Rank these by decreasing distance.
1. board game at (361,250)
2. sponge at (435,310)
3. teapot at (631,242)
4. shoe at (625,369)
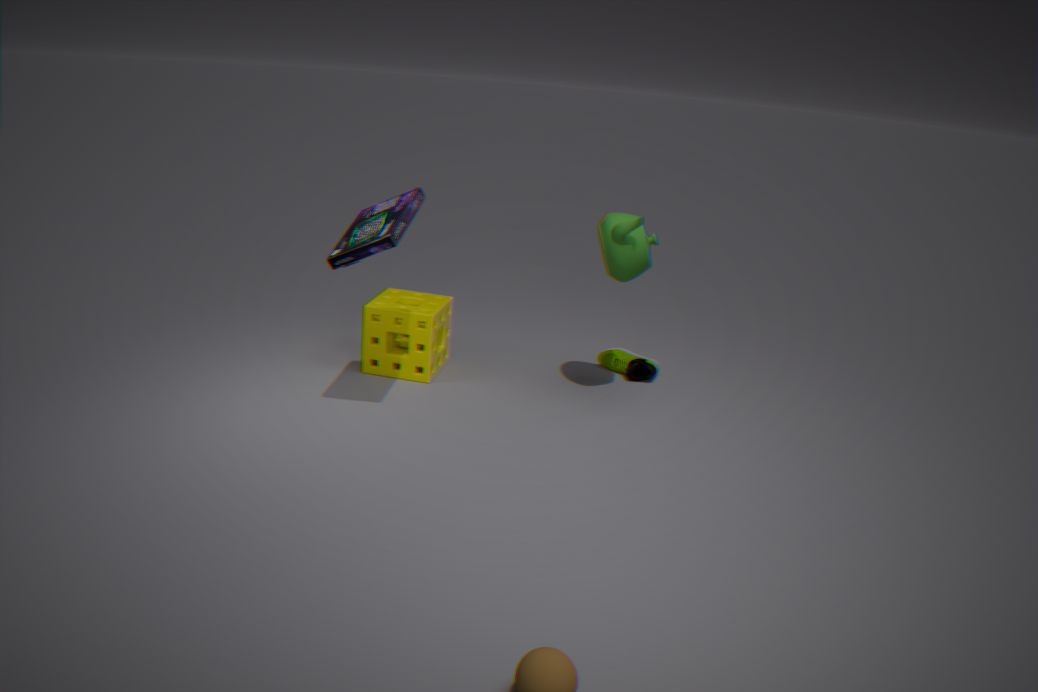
shoe at (625,369) < sponge at (435,310) < teapot at (631,242) < board game at (361,250)
